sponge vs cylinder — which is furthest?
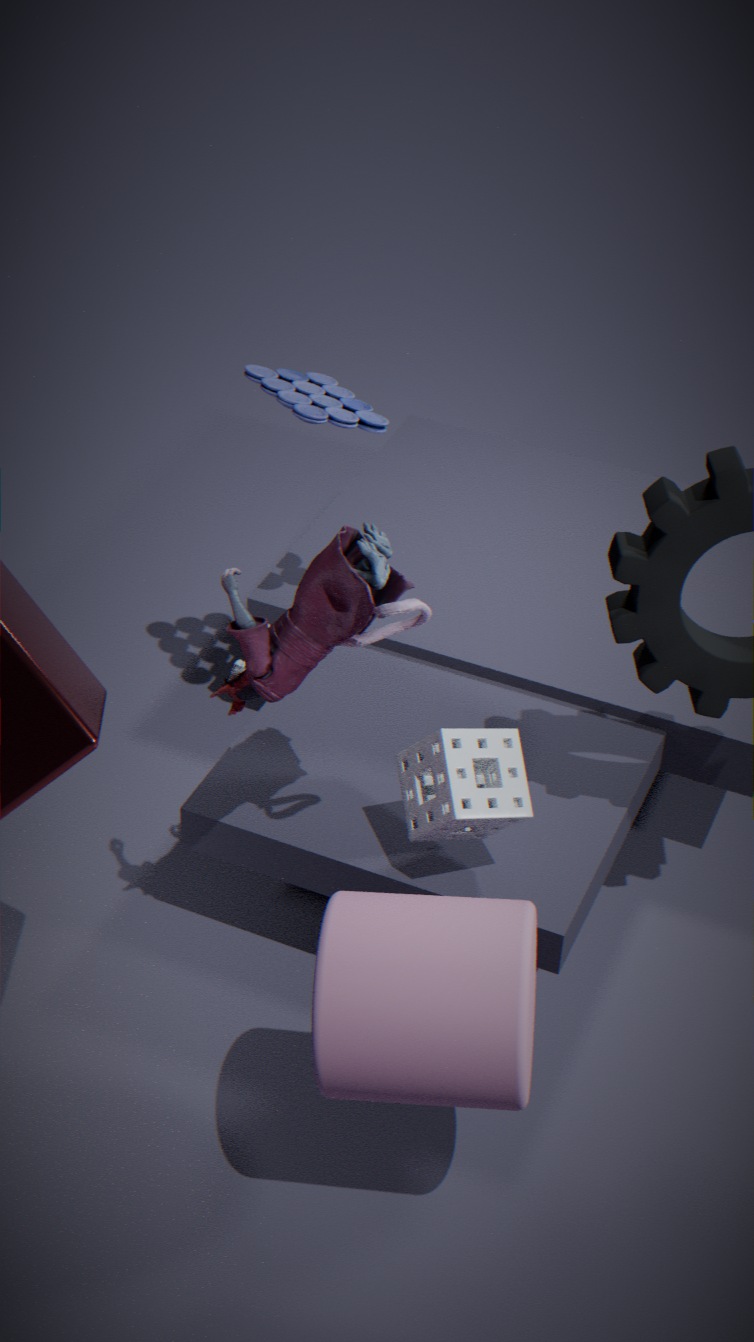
sponge
